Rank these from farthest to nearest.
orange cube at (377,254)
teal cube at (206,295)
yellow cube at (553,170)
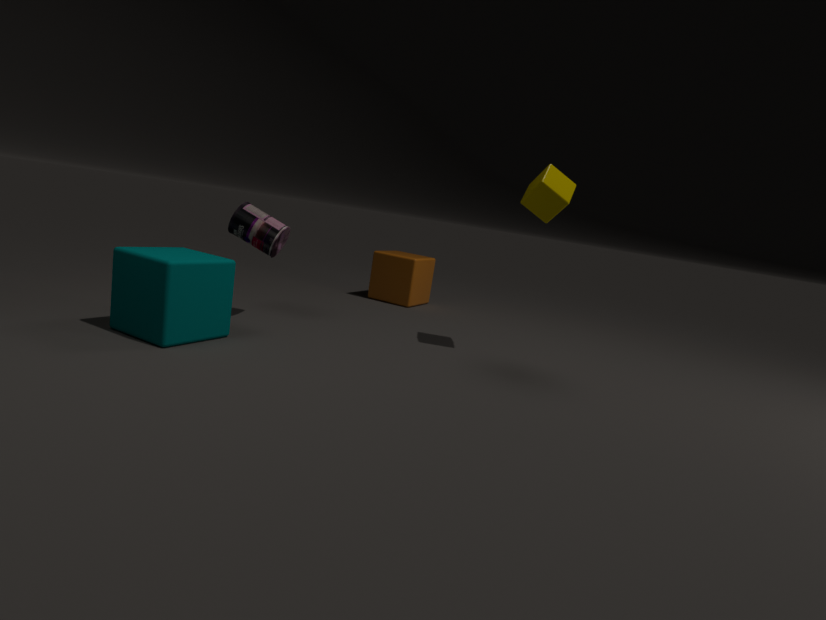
orange cube at (377,254), yellow cube at (553,170), teal cube at (206,295)
